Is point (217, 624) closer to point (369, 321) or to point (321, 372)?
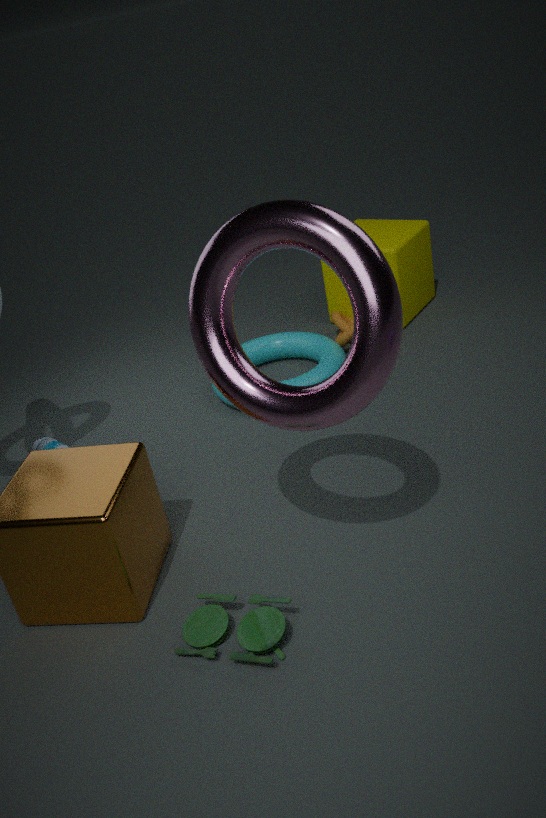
point (369, 321)
